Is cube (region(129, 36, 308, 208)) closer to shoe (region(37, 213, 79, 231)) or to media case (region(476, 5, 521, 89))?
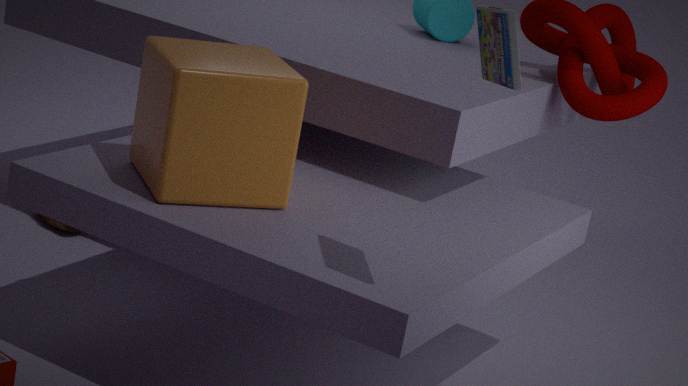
media case (region(476, 5, 521, 89))
